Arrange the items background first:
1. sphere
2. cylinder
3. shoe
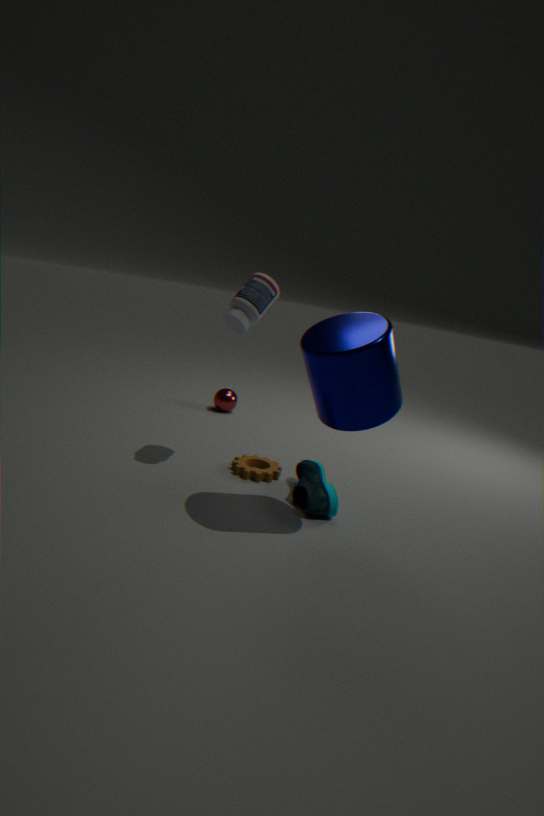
sphere < shoe < cylinder
